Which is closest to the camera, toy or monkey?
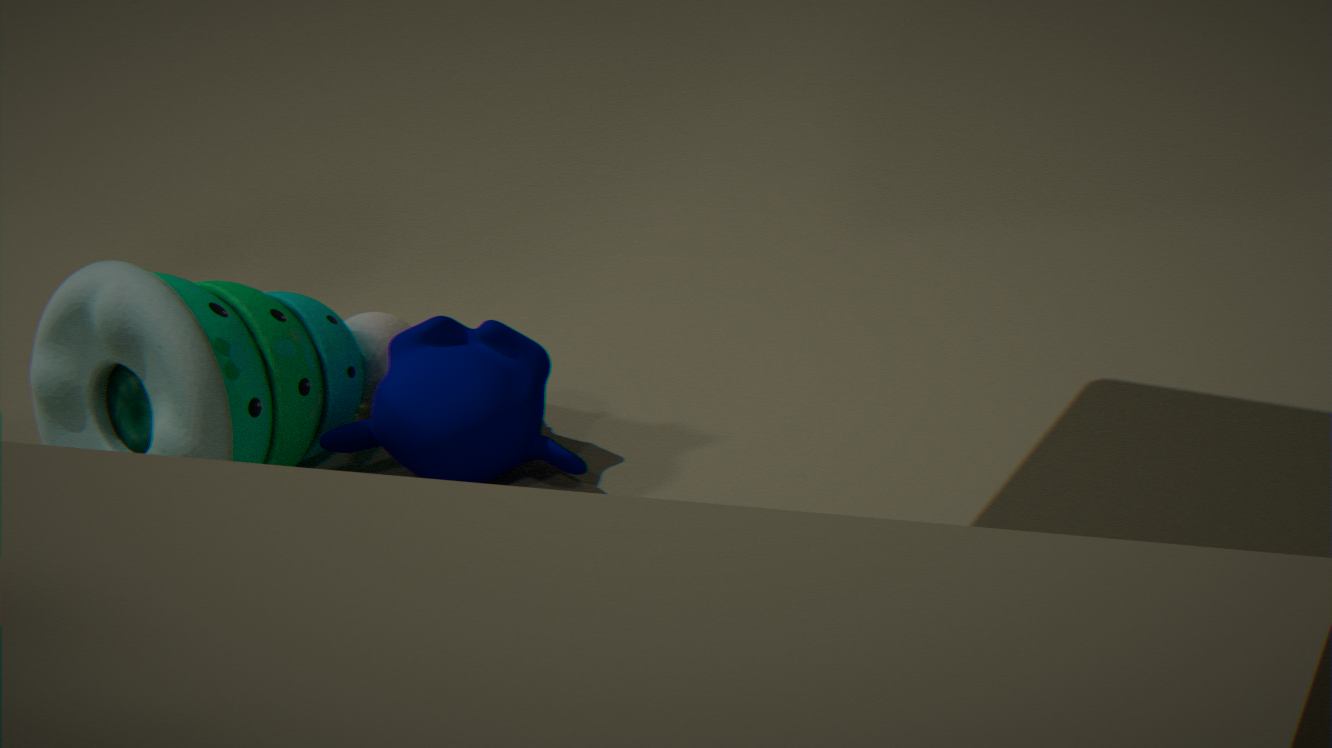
toy
